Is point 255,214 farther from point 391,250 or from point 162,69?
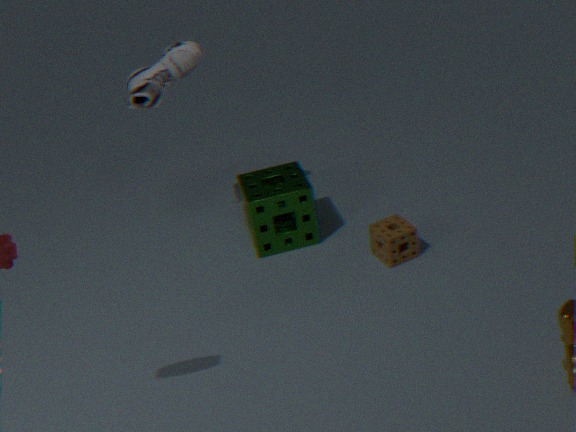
point 162,69
